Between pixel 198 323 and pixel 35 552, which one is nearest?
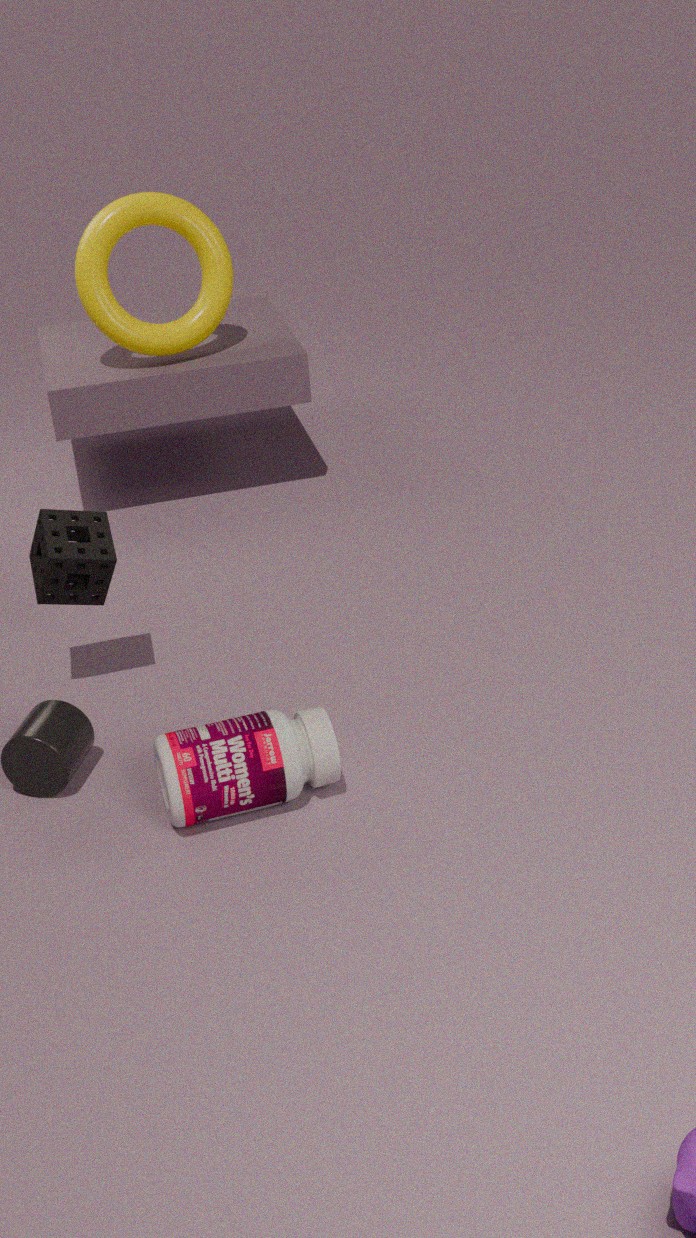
pixel 35 552
